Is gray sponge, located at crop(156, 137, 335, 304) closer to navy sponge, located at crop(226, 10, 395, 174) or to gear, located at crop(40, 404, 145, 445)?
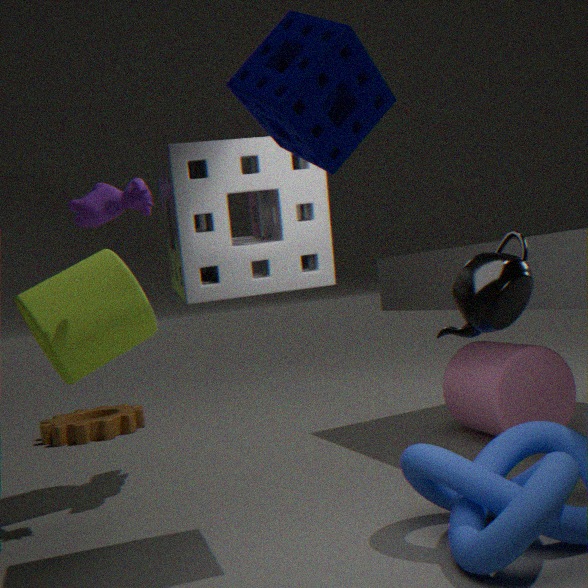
navy sponge, located at crop(226, 10, 395, 174)
